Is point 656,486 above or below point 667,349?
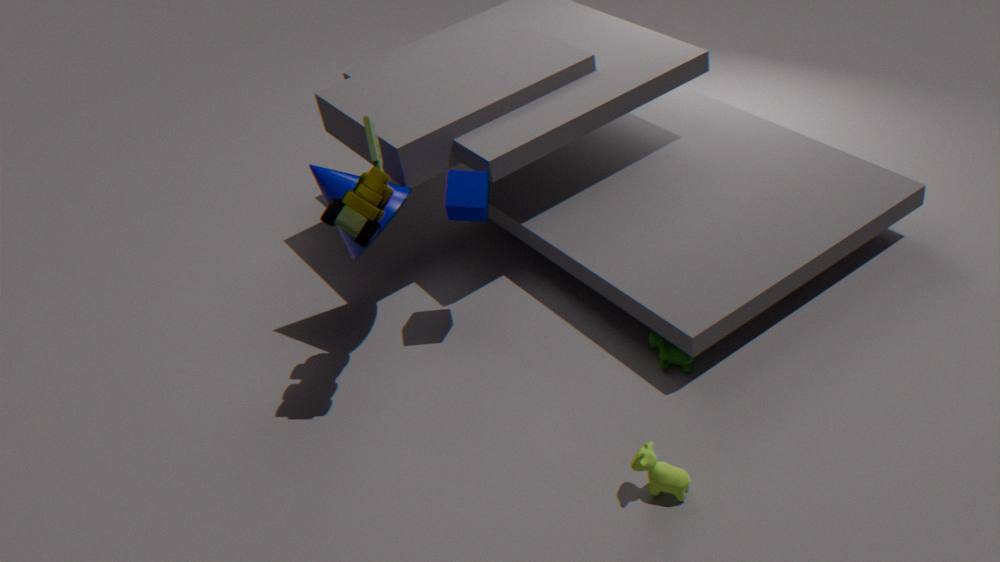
above
